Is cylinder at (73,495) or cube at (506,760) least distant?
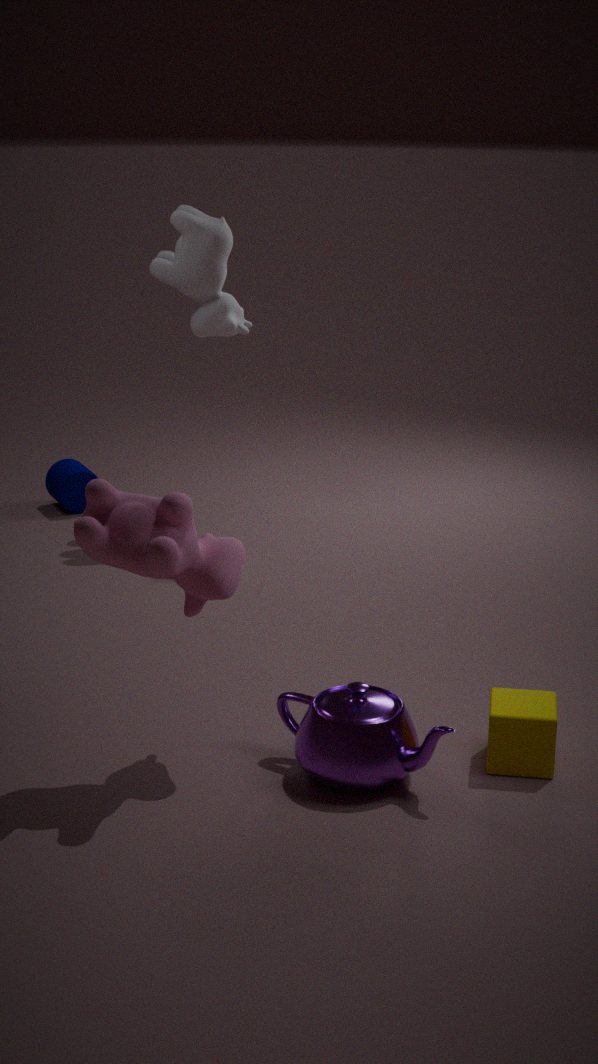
cube at (506,760)
